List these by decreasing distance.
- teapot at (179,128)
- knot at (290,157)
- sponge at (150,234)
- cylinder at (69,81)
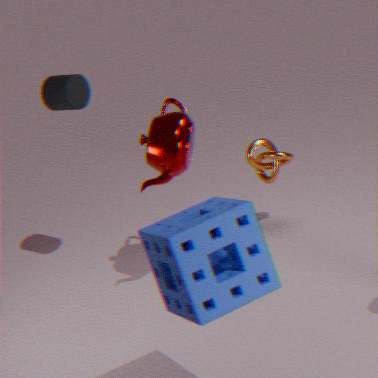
knot at (290,157) → cylinder at (69,81) → teapot at (179,128) → sponge at (150,234)
